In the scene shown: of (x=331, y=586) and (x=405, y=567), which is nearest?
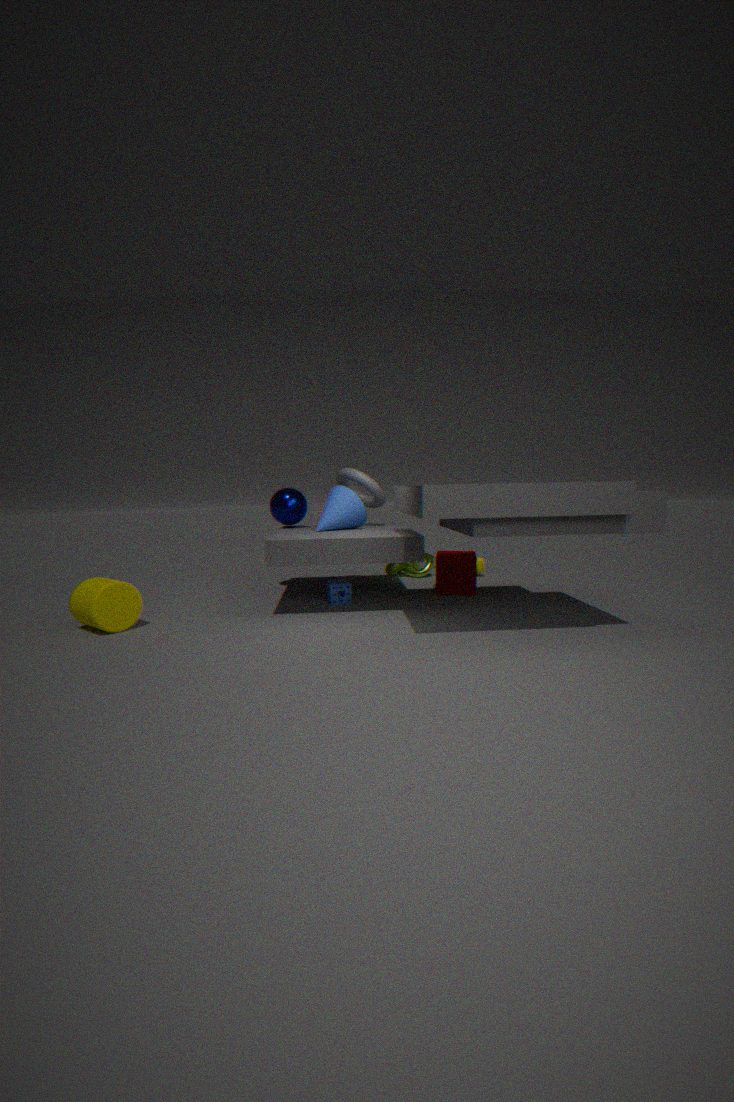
(x=331, y=586)
